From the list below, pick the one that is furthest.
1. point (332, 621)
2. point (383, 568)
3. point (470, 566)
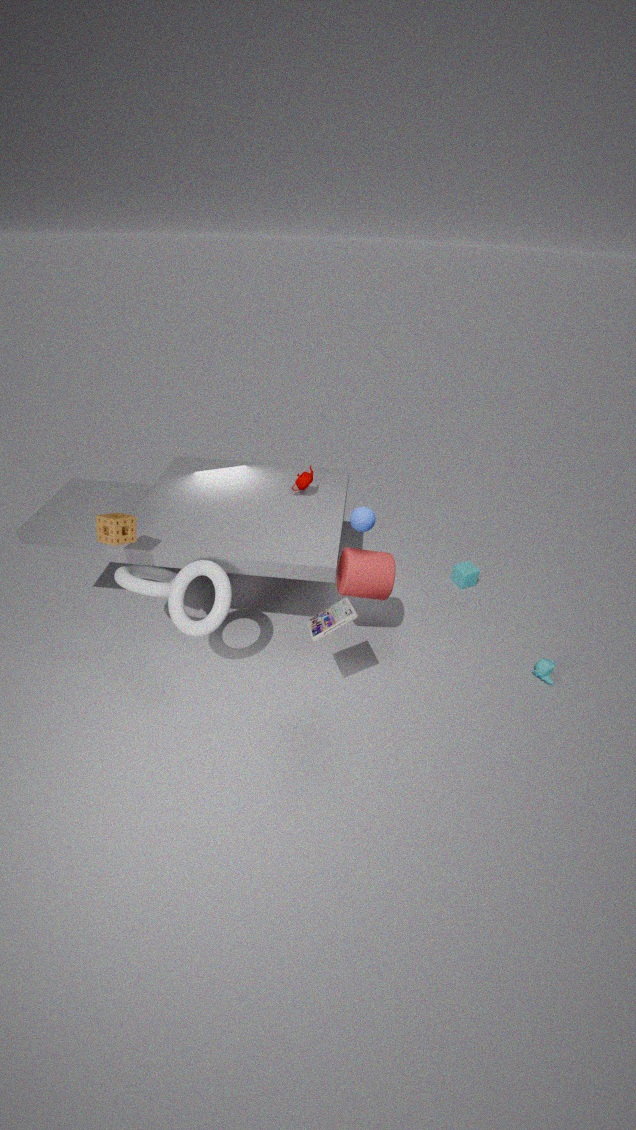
point (470, 566)
